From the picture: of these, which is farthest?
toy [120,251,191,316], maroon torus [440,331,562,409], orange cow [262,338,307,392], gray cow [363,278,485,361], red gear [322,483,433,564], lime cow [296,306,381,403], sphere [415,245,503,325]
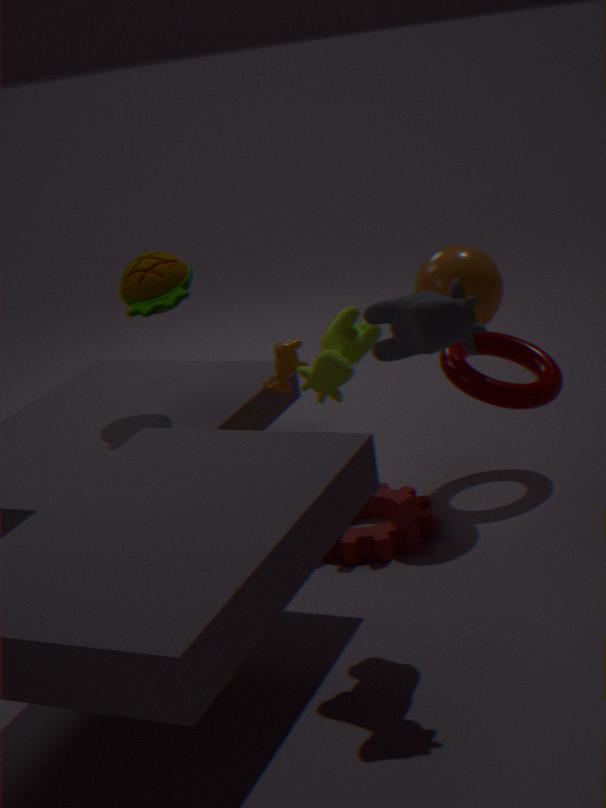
toy [120,251,191,316]
